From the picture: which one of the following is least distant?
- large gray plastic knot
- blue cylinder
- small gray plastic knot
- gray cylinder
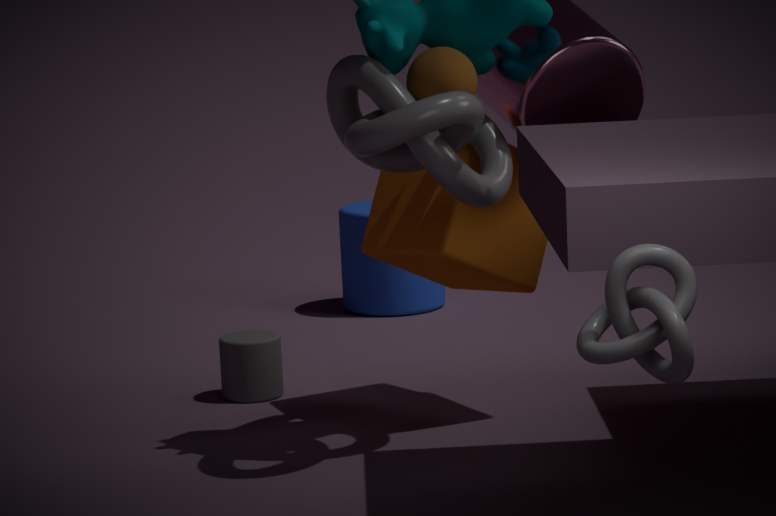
small gray plastic knot
